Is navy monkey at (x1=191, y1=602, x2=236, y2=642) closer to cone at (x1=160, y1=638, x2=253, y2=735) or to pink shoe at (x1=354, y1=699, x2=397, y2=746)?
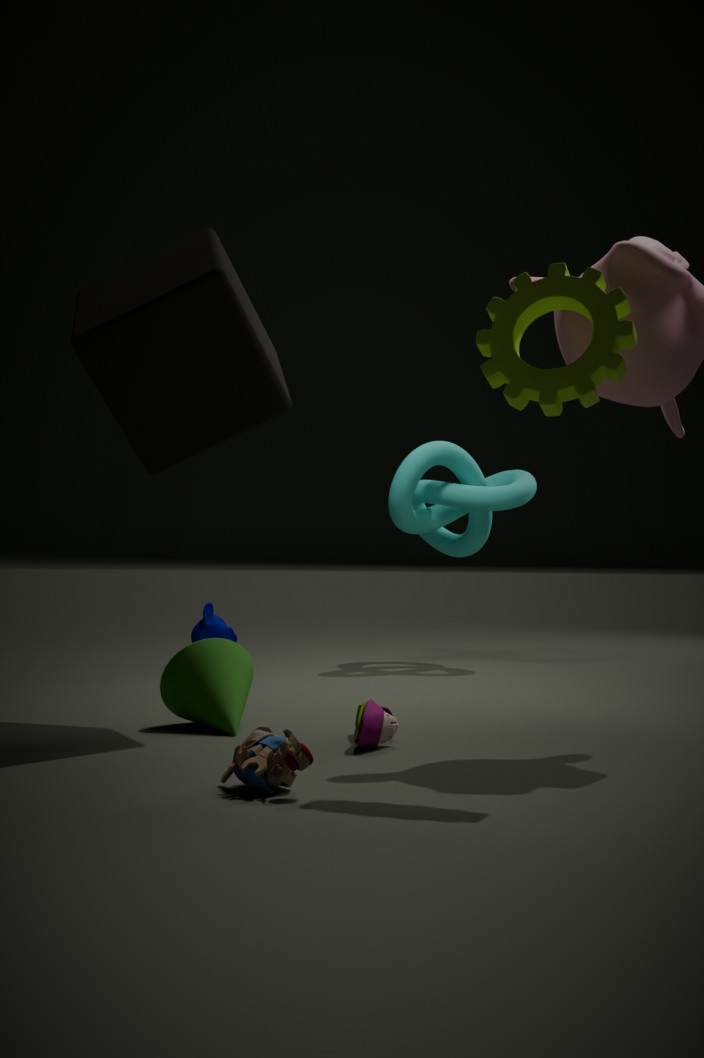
cone at (x1=160, y1=638, x2=253, y2=735)
